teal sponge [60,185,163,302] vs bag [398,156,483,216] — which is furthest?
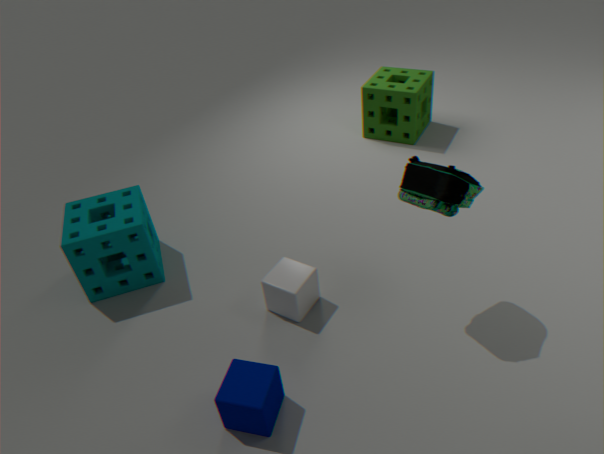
teal sponge [60,185,163,302]
